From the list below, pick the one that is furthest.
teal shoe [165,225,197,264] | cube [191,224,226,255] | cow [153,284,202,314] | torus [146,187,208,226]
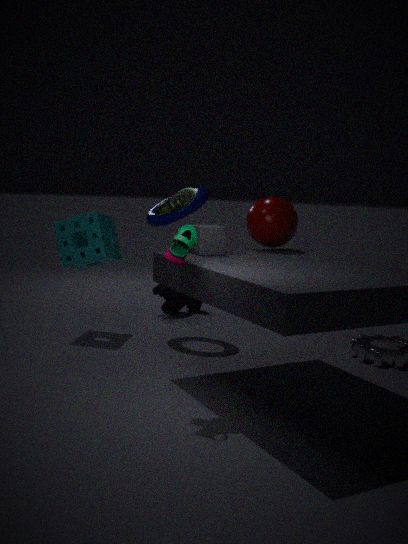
cow [153,284,202,314]
